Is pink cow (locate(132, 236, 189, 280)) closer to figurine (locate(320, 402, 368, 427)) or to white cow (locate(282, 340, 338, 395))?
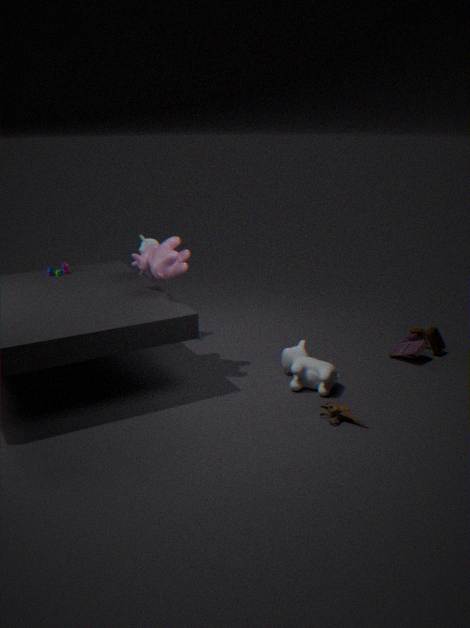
white cow (locate(282, 340, 338, 395))
